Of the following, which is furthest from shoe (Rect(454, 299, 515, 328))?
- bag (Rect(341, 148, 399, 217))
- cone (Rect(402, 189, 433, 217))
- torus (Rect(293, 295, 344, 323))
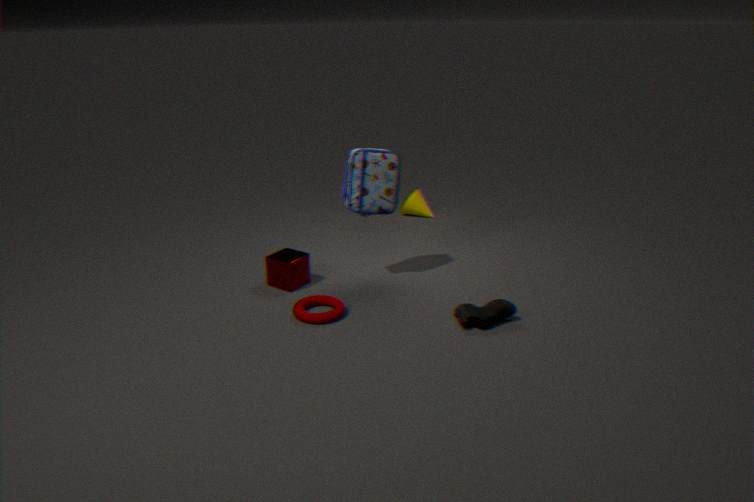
cone (Rect(402, 189, 433, 217))
